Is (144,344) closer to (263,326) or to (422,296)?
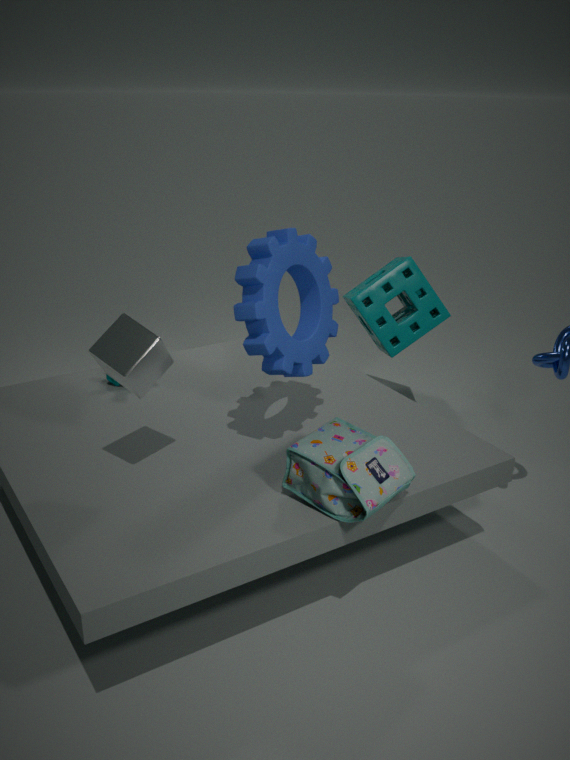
(263,326)
